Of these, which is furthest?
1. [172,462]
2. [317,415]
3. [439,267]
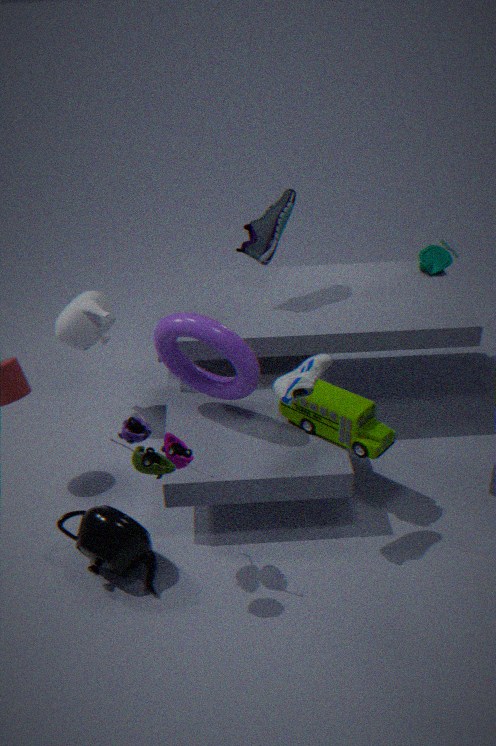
[439,267]
